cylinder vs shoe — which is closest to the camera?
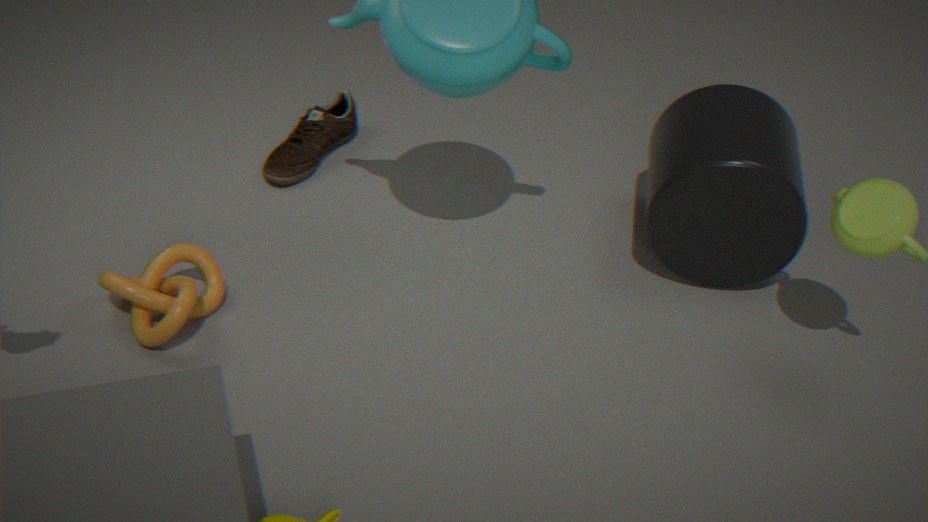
cylinder
